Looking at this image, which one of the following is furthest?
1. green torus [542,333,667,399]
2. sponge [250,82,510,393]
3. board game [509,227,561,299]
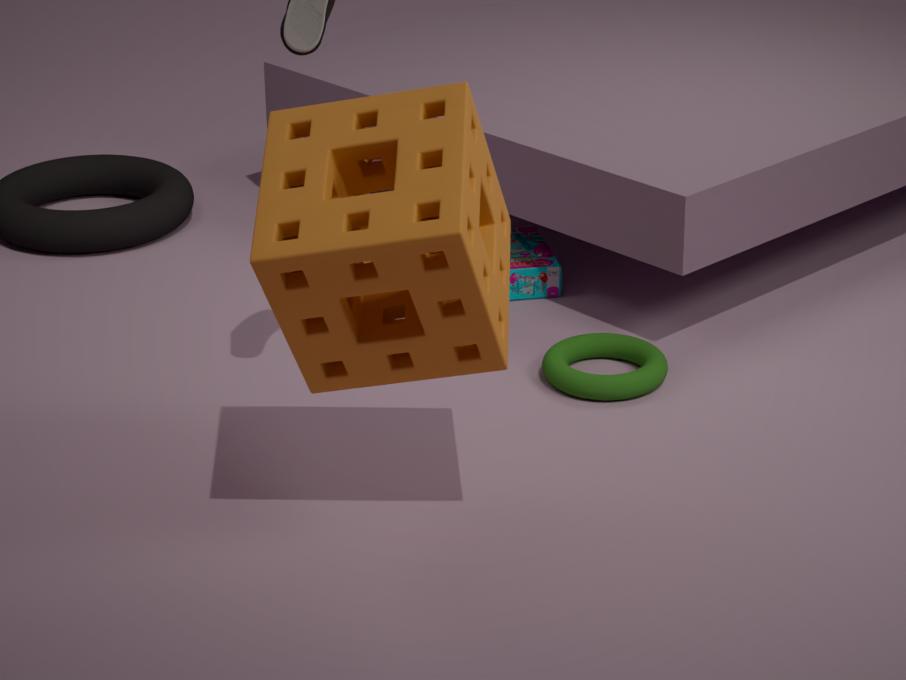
board game [509,227,561,299]
